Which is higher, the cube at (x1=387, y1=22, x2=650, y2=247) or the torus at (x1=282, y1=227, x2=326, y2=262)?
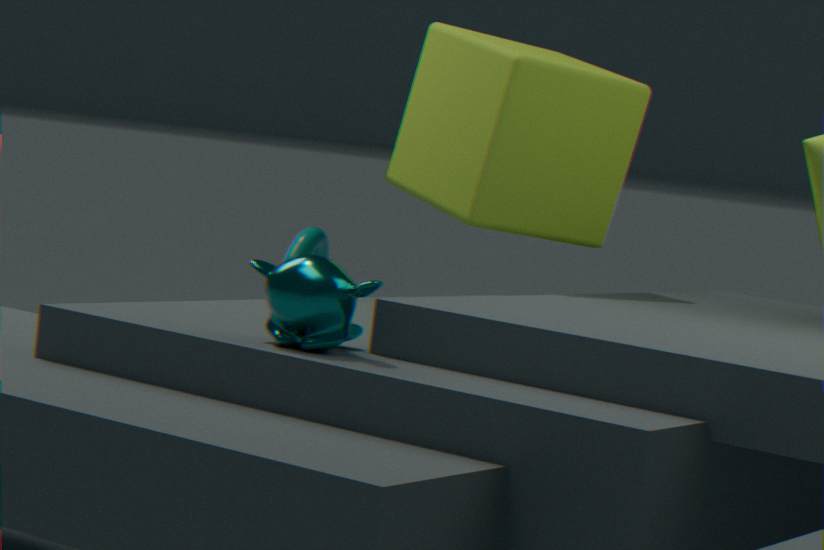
the cube at (x1=387, y1=22, x2=650, y2=247)
